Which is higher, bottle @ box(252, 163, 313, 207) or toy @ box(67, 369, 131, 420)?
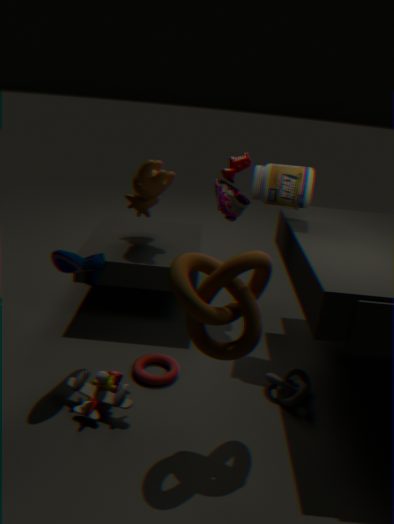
bottle @ box(252, 163, 313, 207)
